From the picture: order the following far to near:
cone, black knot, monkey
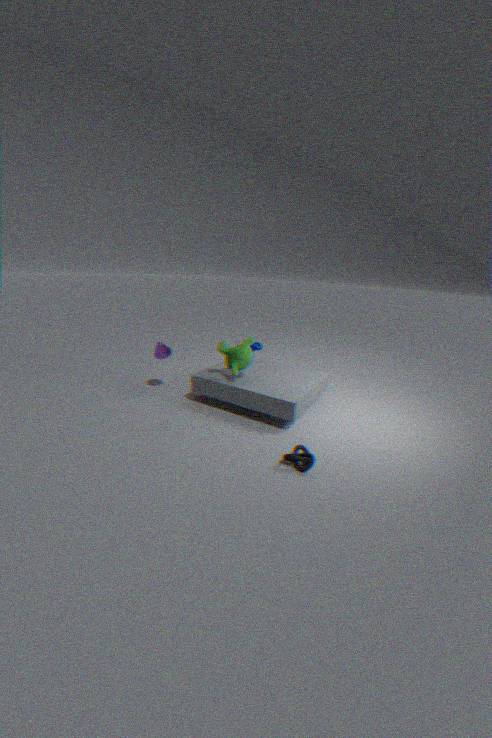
1. cone
2. monkey
3. black knot
